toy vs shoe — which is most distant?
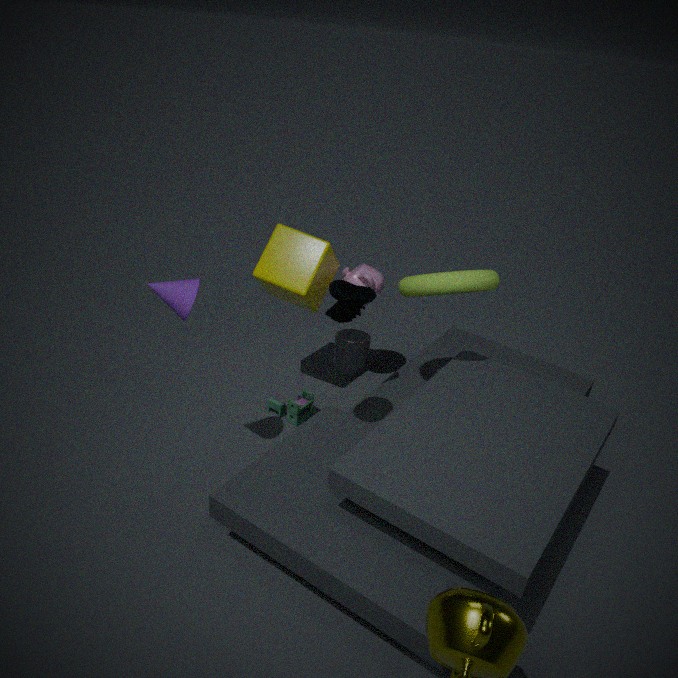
toy
